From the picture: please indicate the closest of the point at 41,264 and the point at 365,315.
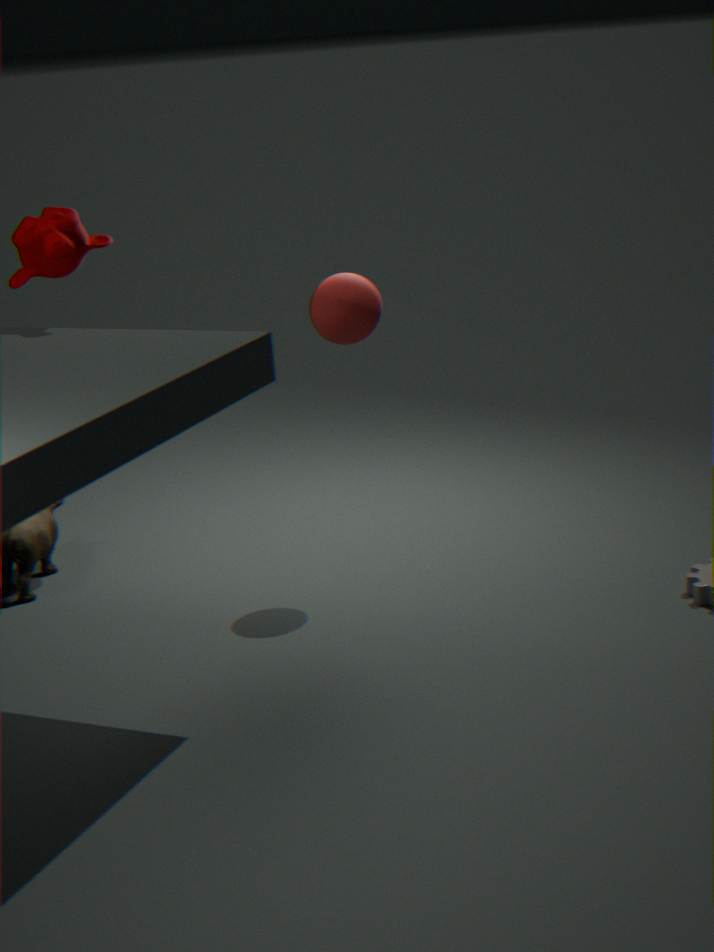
the point at 41,264
